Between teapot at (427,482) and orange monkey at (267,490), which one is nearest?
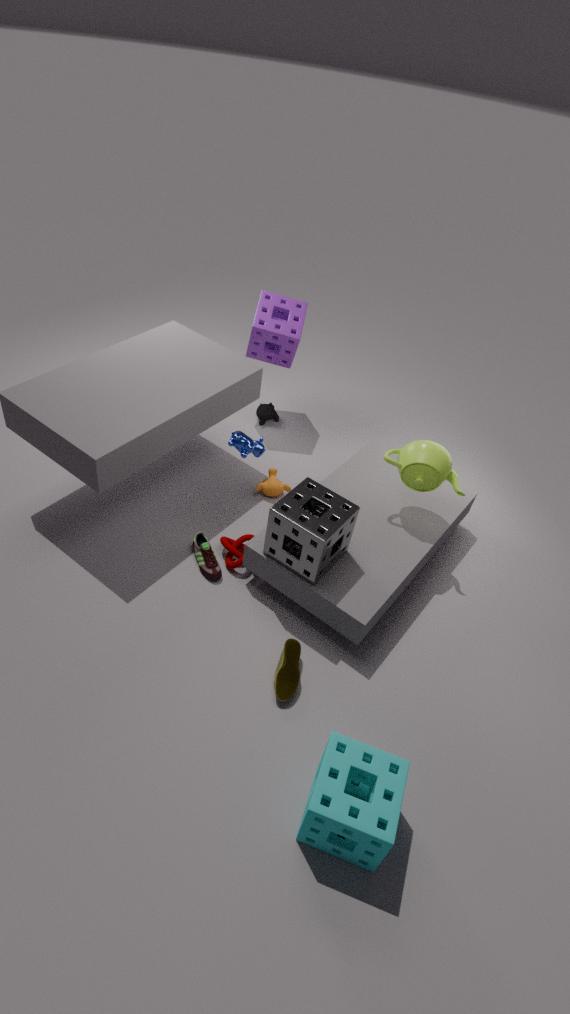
teapot at (427,482)
